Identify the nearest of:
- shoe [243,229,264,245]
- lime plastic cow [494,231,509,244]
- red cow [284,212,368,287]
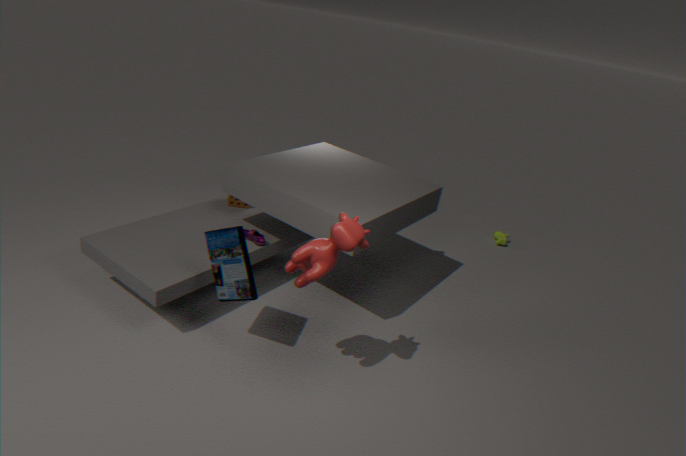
red cow [284,212,368,287]
